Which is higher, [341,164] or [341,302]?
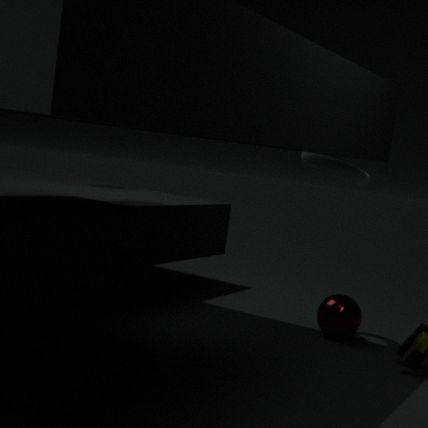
[341,164]
